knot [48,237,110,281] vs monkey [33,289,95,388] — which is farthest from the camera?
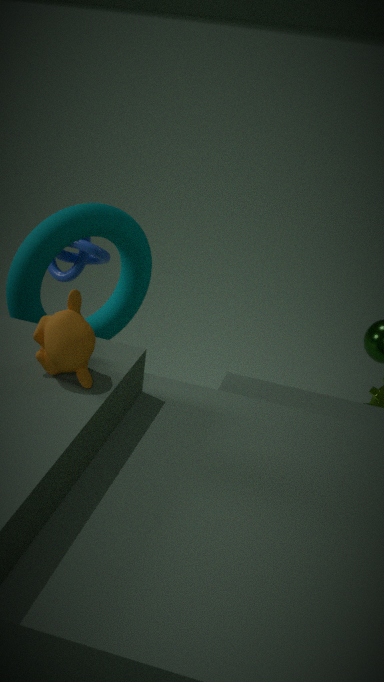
knot [48,237,110,281]
